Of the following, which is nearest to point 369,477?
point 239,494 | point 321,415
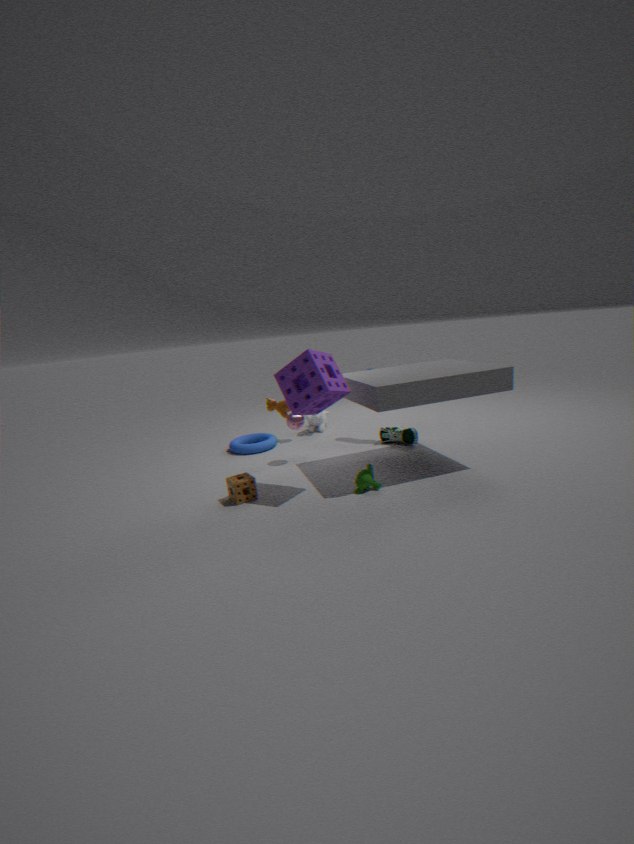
A: point 239,494
